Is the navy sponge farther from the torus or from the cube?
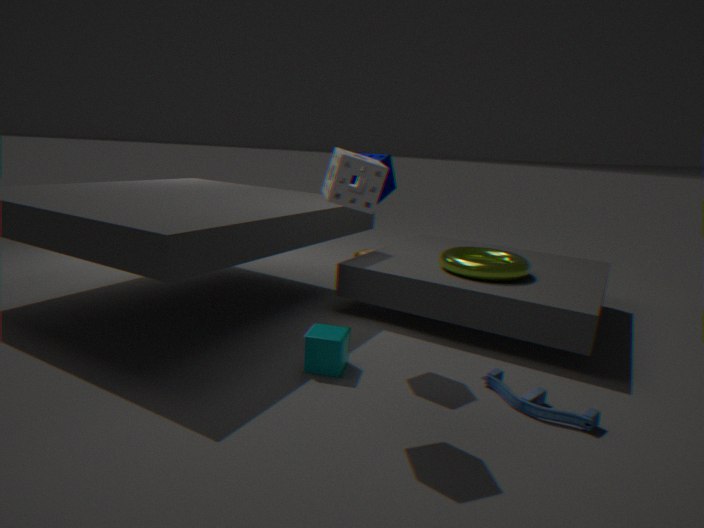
the torus
